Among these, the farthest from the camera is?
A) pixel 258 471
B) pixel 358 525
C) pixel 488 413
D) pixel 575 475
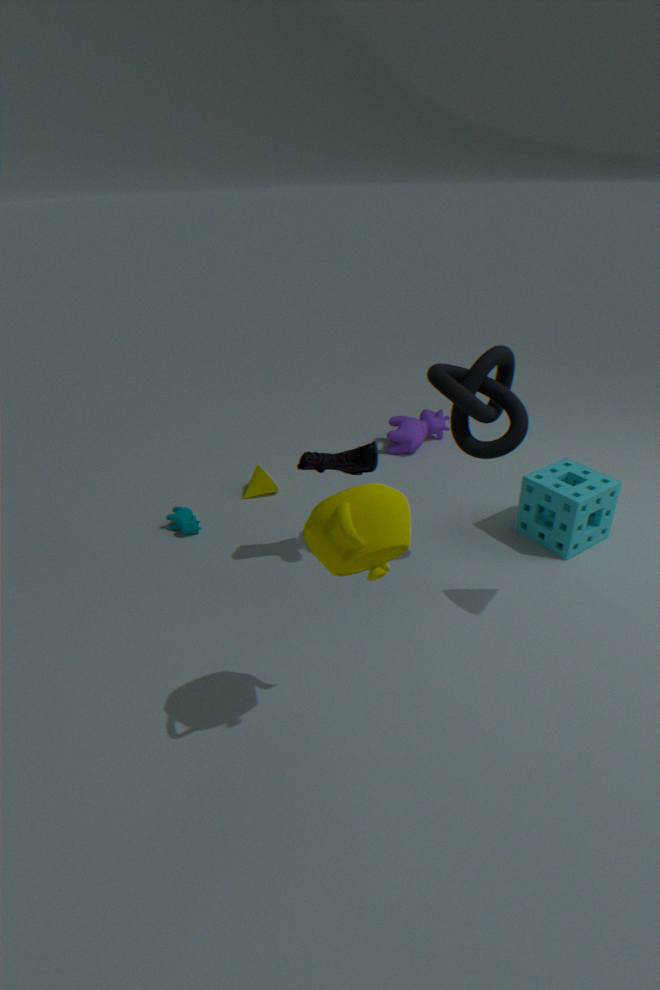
pixel 258 471
